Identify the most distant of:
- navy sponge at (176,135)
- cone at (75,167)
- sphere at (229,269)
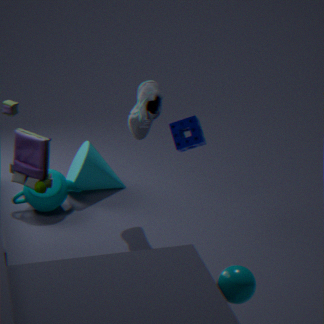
cone at (75,167)
